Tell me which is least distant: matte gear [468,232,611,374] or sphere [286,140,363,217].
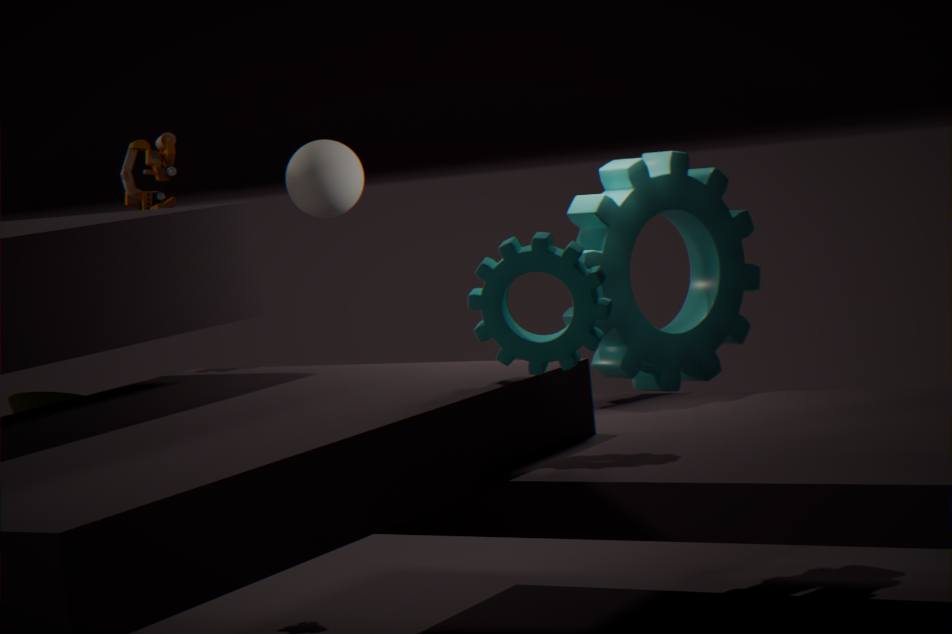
matte gear [468,232,611,374]
